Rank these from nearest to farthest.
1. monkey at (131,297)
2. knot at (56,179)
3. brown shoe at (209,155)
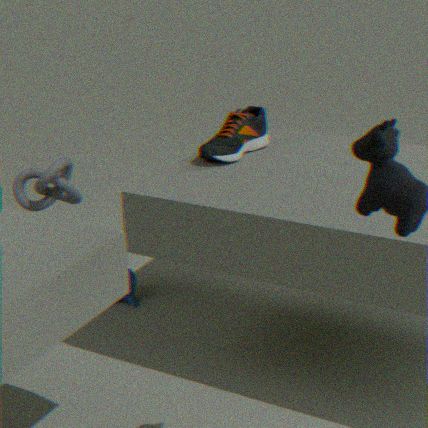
brown shoe at (209,155), knot at (56,179), monkey at (131,297)
